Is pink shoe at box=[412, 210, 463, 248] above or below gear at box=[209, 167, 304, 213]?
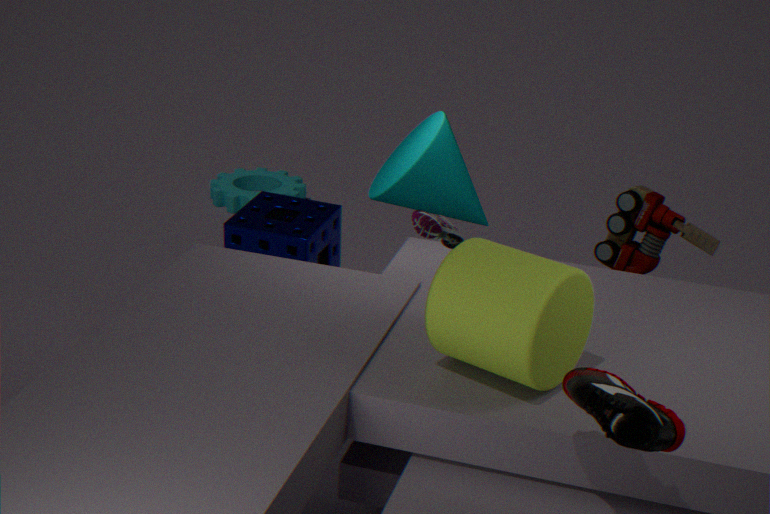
above
